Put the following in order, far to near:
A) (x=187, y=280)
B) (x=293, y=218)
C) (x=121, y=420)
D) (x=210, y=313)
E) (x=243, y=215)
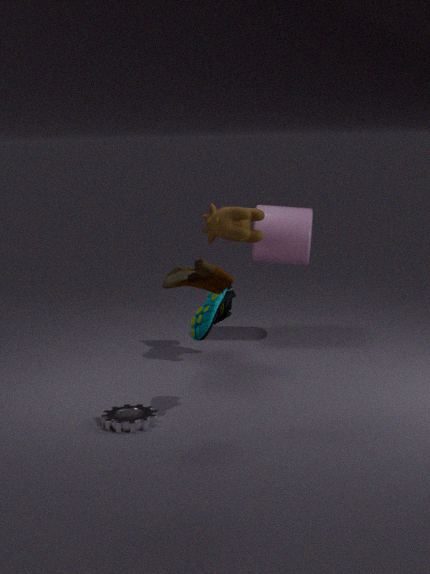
(x=293, y=218) < (x=243, y=215) < (x=121, y=420) < (x=210, y=313) < (x=187, y=280)
